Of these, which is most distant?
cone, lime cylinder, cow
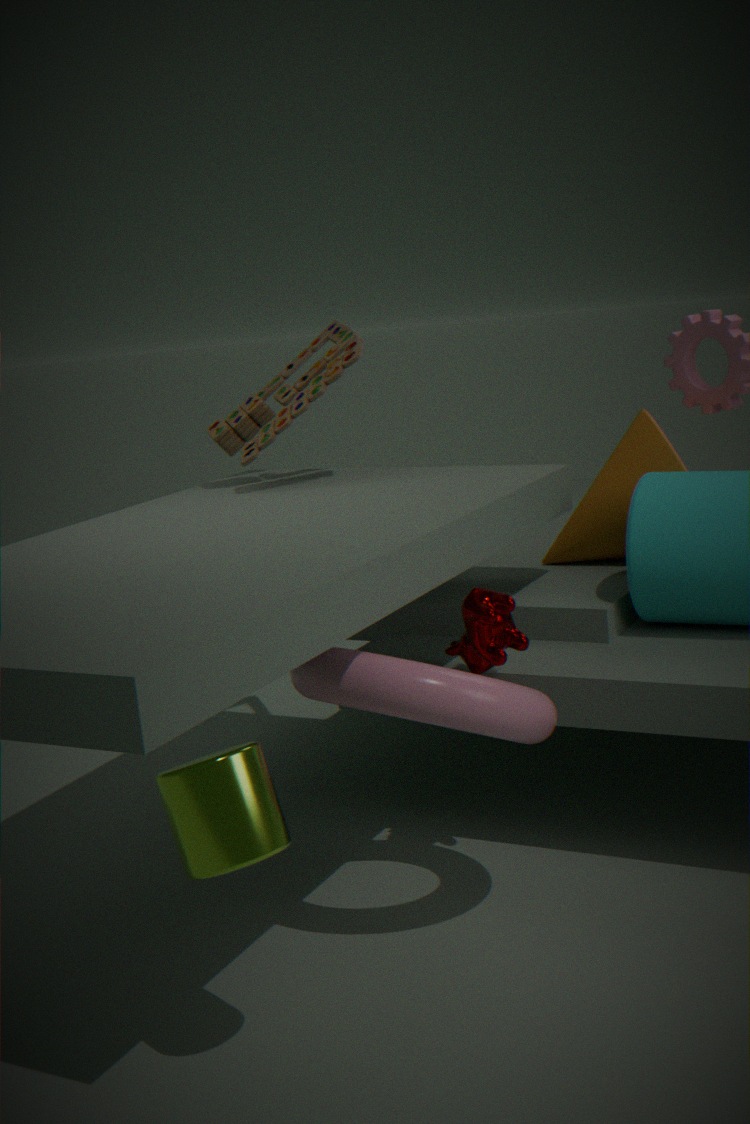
cone
